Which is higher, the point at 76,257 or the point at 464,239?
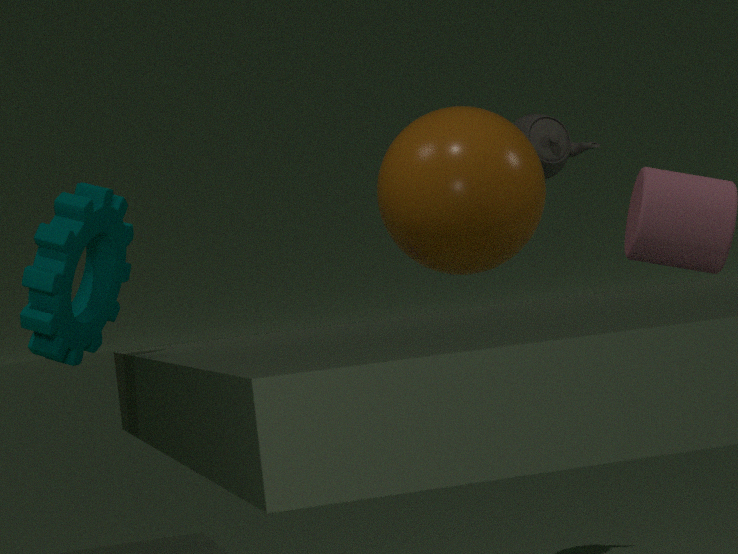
the point at 464,239
